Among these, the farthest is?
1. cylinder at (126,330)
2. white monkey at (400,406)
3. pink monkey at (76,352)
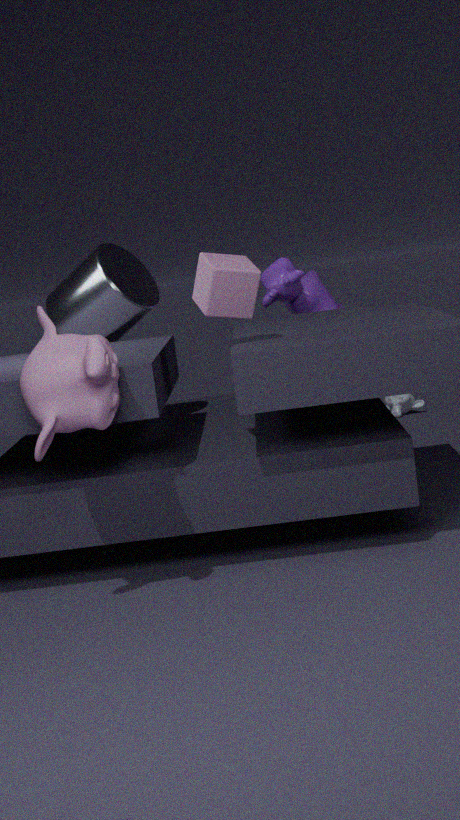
white monkey at (400,406)
